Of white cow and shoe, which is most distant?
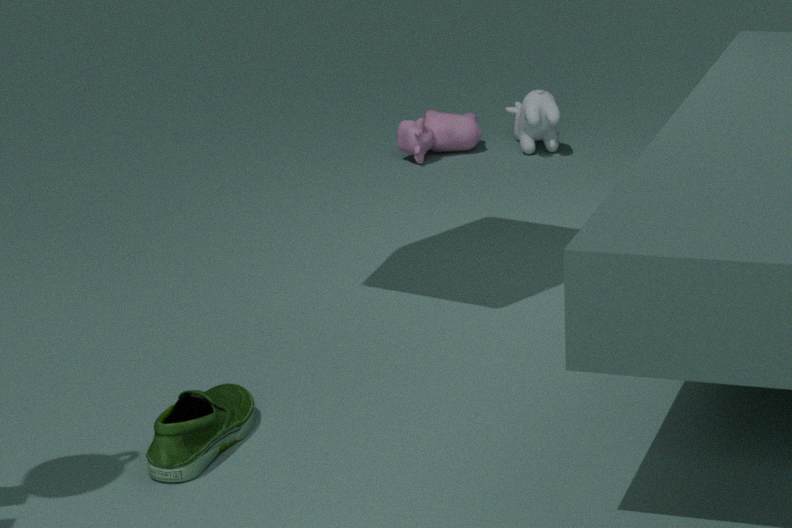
white cow
